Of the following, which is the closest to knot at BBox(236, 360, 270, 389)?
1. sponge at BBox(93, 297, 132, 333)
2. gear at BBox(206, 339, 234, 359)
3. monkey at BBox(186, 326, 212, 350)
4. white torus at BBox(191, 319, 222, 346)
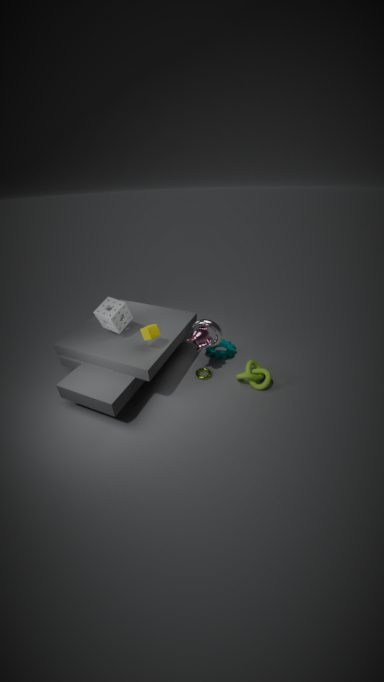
gear at BBox(206, 339, 234, 359)
